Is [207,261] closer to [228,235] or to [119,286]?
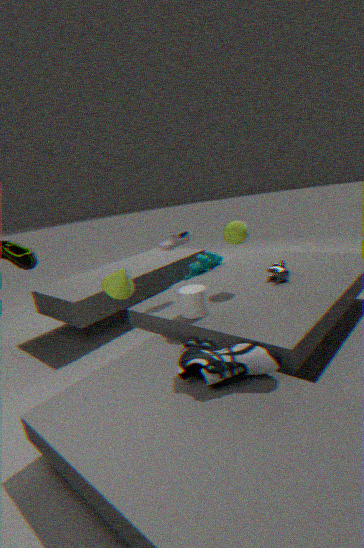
[228,235]
